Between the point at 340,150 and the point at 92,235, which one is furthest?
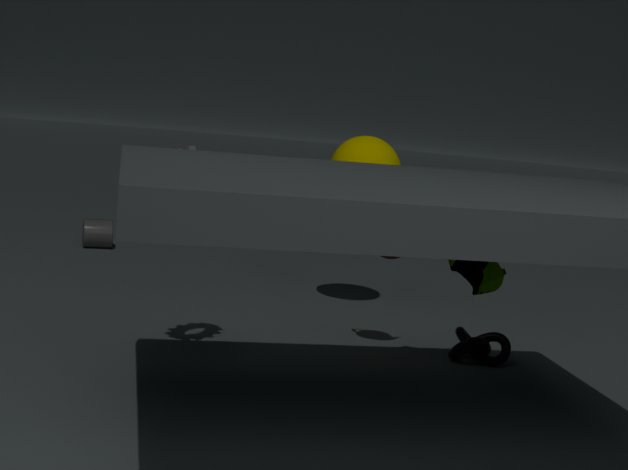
the point at 92,235
